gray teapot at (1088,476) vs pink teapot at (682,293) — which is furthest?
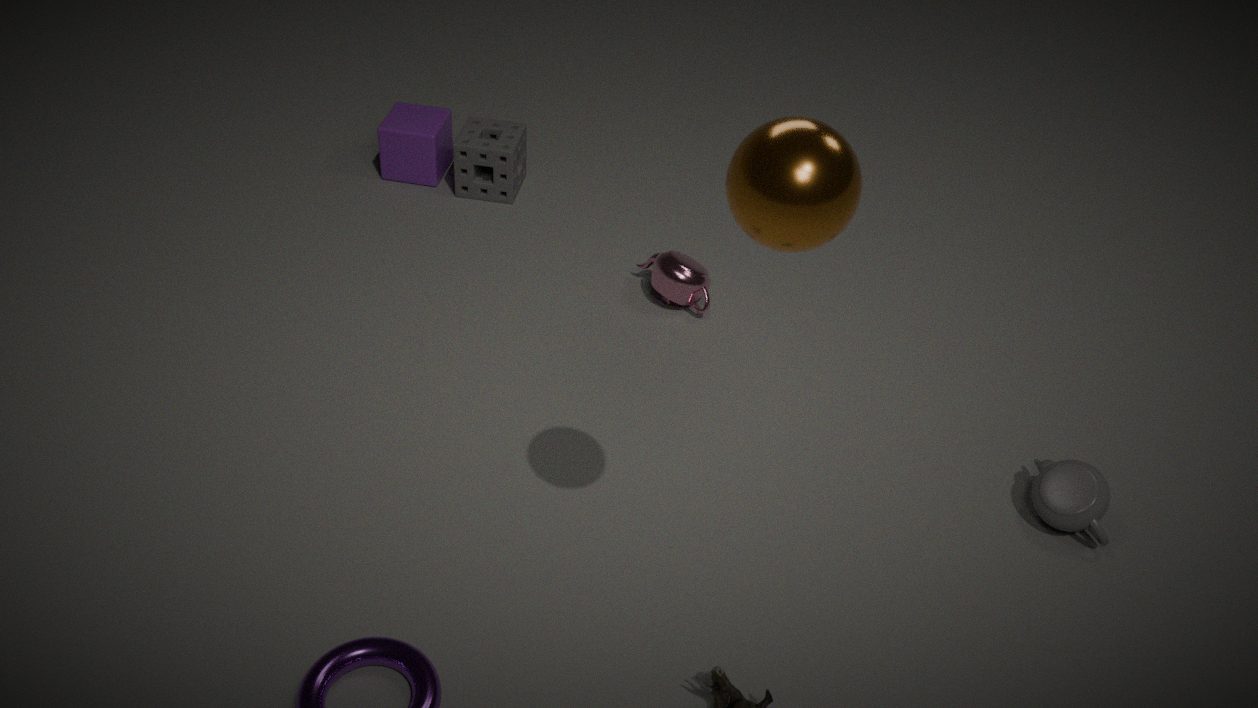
pink teapot at (682,293)
